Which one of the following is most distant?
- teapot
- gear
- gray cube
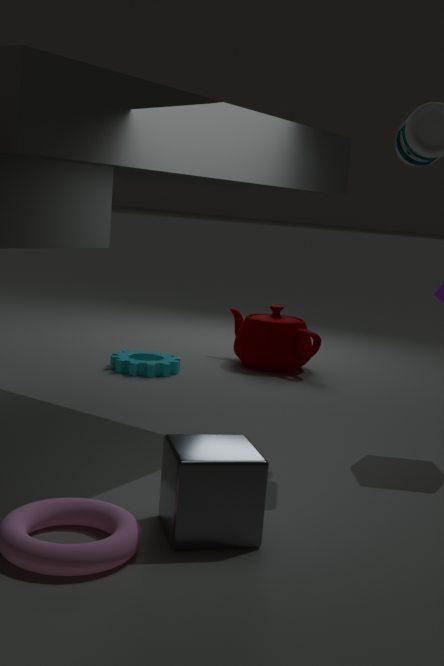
teapot
